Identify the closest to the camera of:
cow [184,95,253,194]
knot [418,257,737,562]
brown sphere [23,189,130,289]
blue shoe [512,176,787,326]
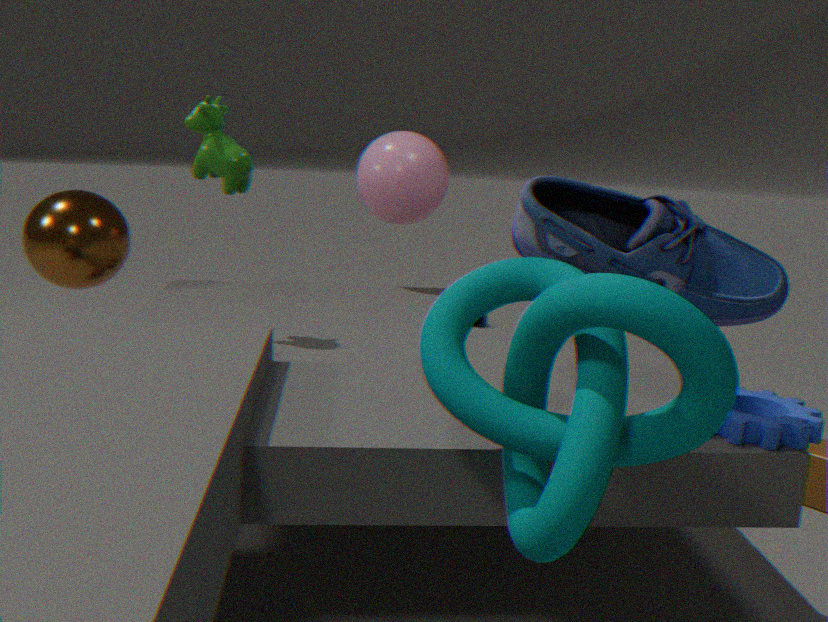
knot [418,257,737,562]
